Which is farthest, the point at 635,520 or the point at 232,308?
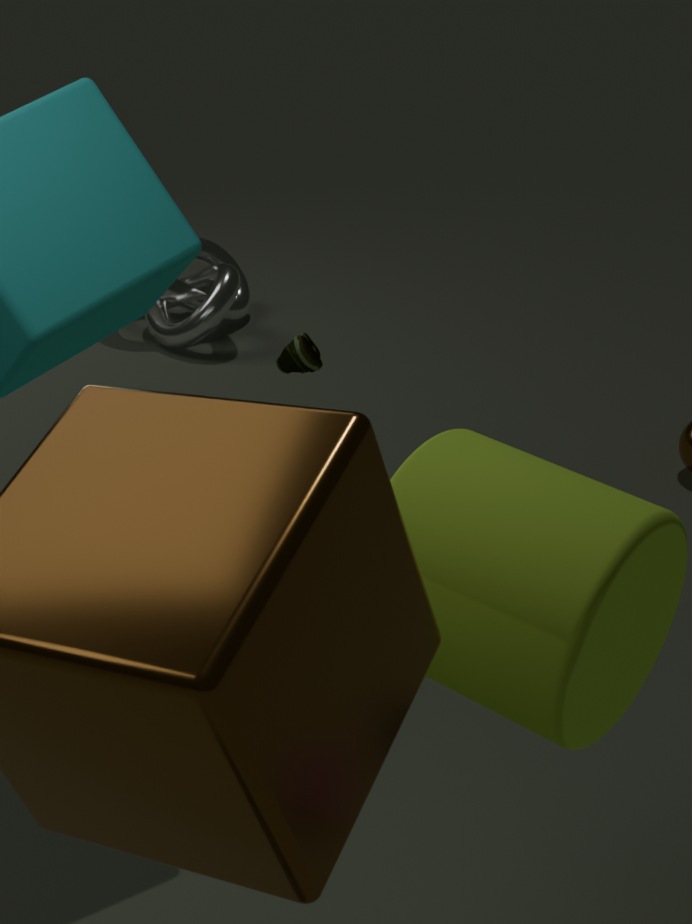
the point at 232,308
